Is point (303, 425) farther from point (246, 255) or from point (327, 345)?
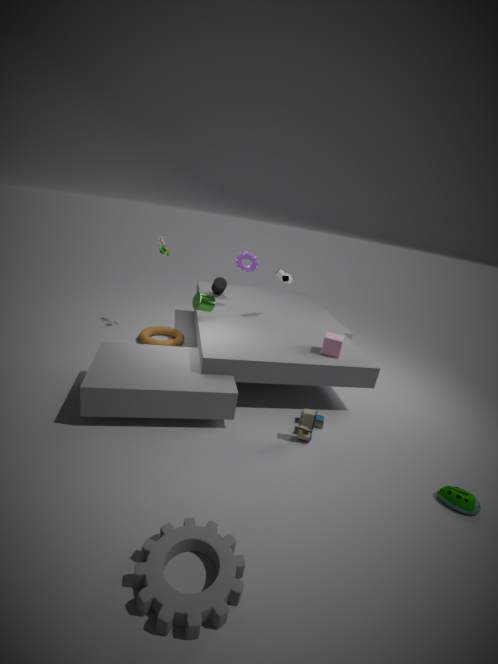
point (246, 255)
